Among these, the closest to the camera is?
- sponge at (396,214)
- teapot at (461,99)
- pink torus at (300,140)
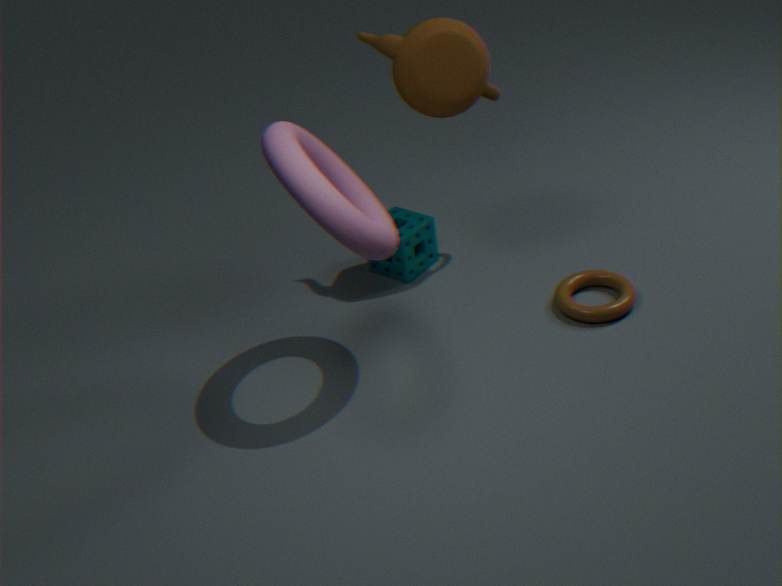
pink torus at (300,140)
